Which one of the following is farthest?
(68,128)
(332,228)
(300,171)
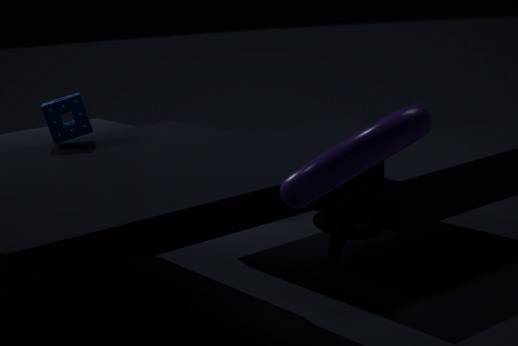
(68,128)
